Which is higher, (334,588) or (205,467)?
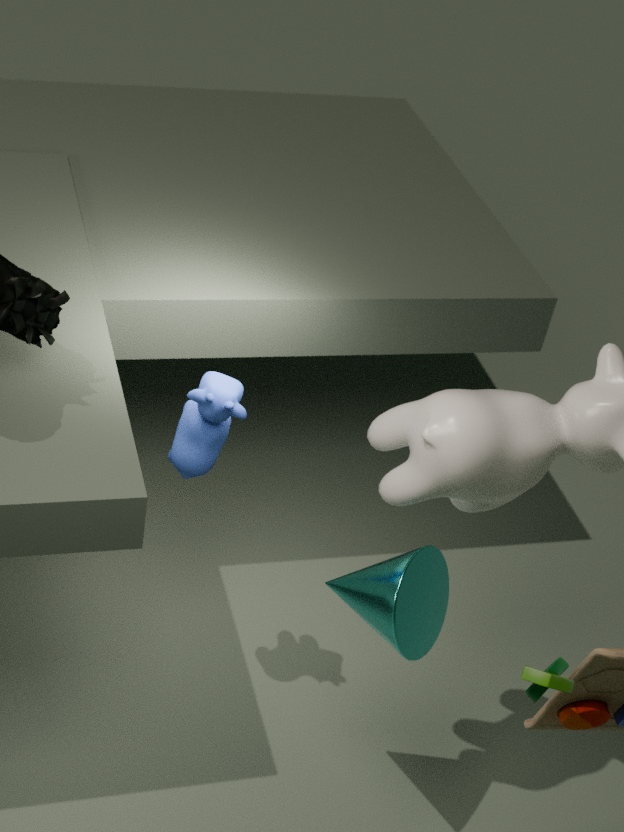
(205,467)
